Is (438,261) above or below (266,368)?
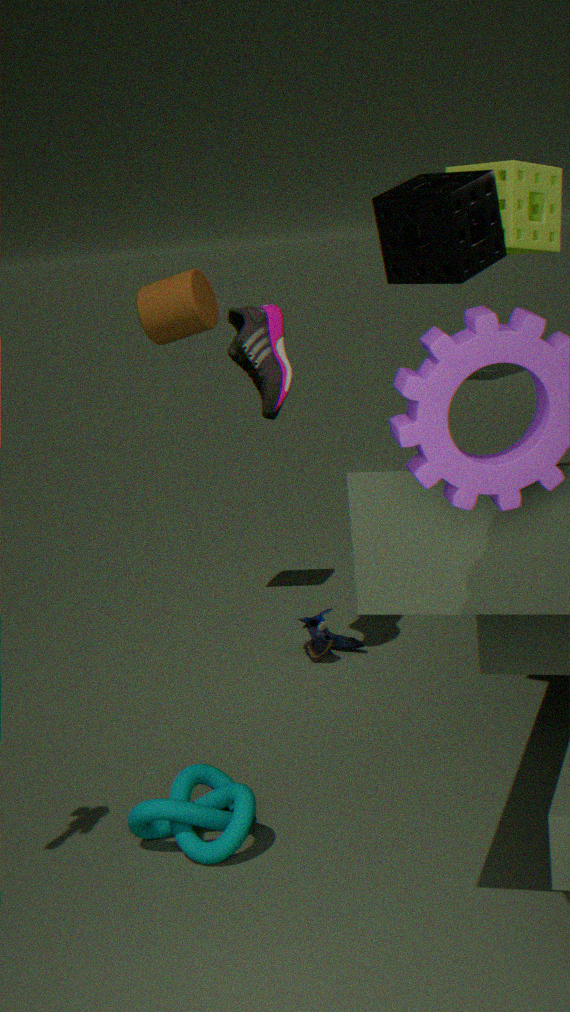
above
